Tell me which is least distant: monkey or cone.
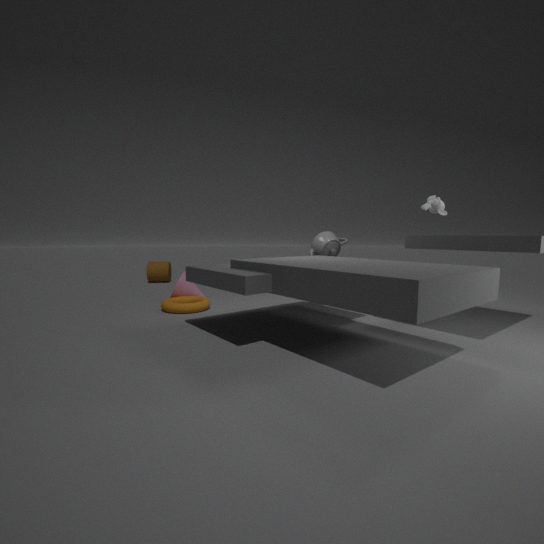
monkey
